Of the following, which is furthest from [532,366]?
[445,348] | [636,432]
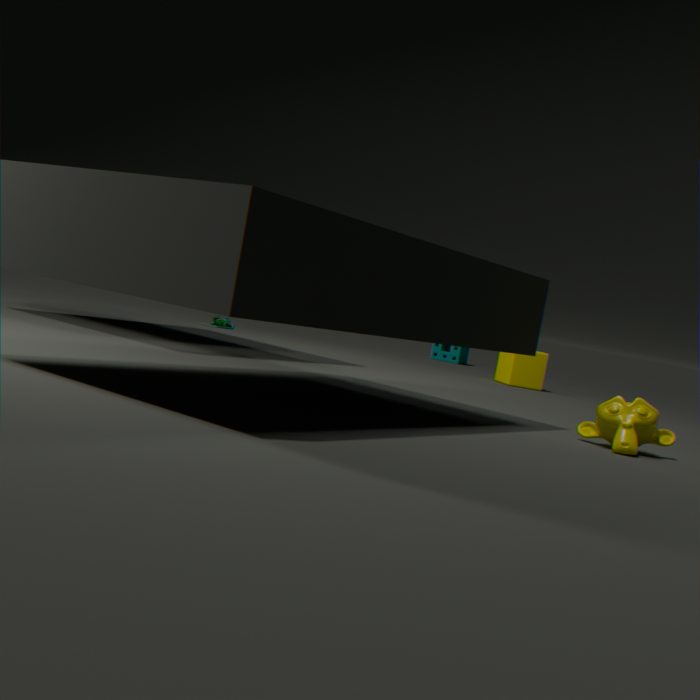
[636,432]
